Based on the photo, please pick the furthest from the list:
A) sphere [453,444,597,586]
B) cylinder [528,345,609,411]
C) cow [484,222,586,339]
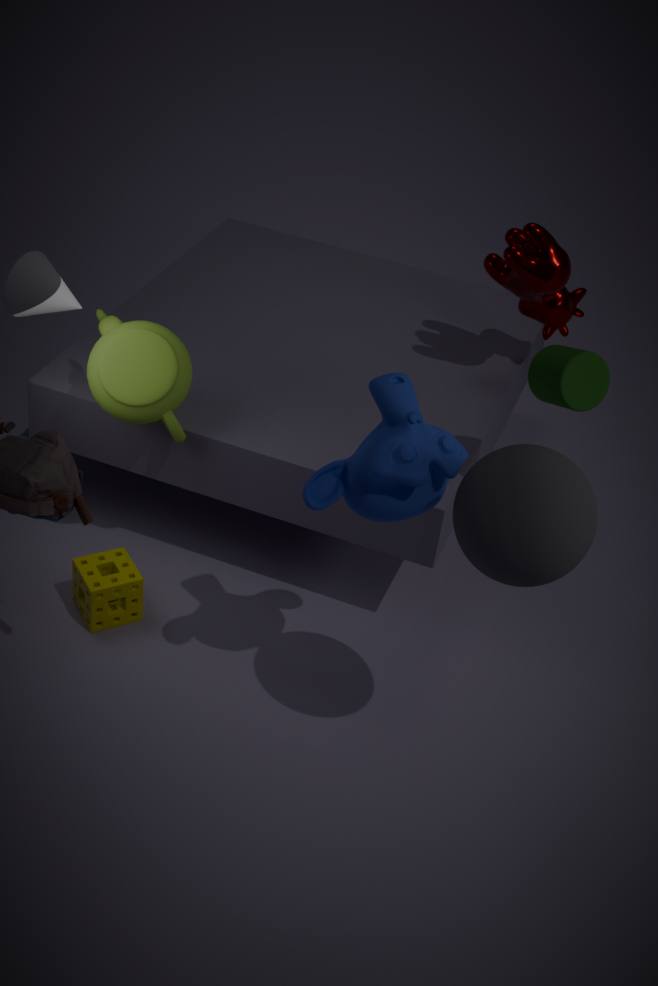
cow [484,222,586,339]
